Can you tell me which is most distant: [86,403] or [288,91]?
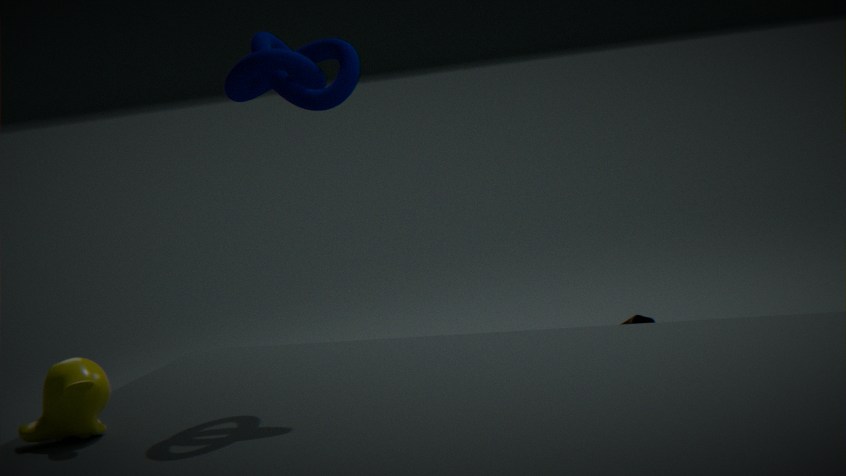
[288,91]
